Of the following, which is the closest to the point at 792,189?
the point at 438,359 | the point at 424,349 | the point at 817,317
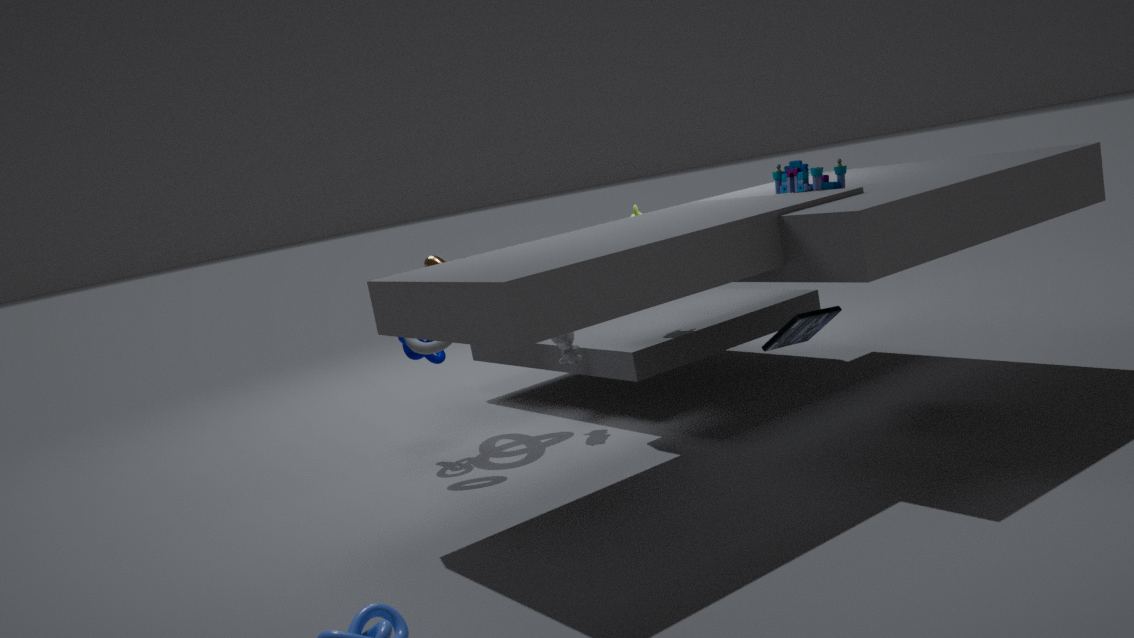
the point at 817,317
